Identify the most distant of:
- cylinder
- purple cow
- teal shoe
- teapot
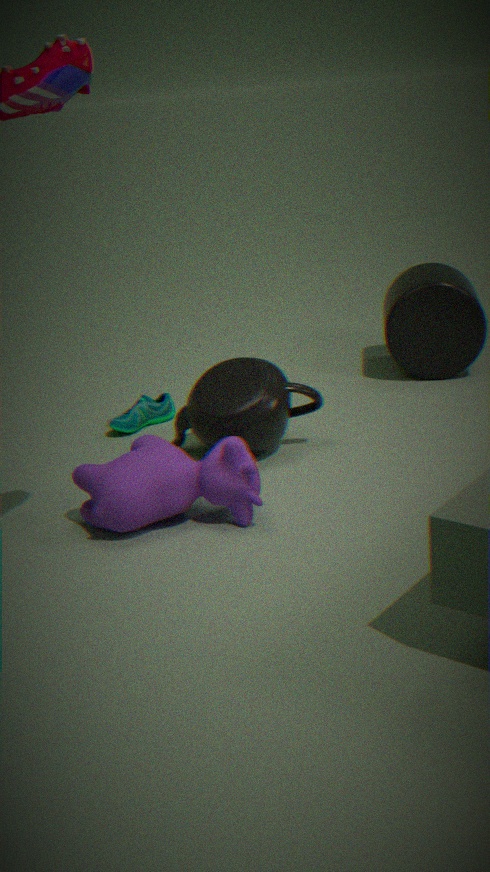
cylinder
